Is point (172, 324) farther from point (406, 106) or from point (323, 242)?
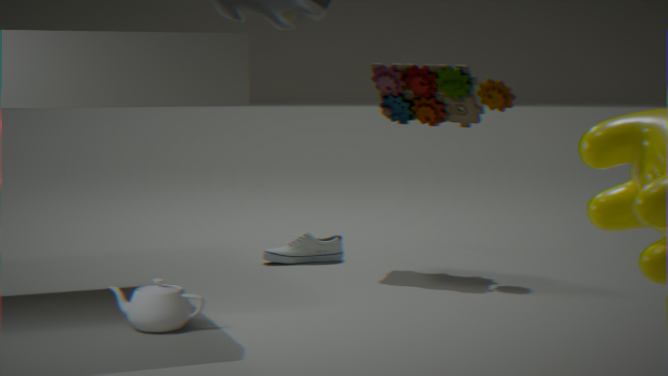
point (406, 106)
